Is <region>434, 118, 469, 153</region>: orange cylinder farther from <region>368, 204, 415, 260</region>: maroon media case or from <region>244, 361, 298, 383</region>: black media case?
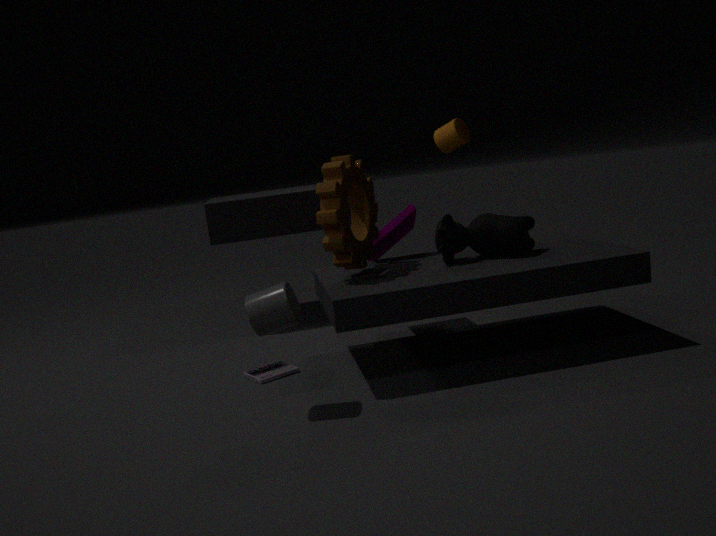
<region>244, 361, 298, 383</region>: black media case
